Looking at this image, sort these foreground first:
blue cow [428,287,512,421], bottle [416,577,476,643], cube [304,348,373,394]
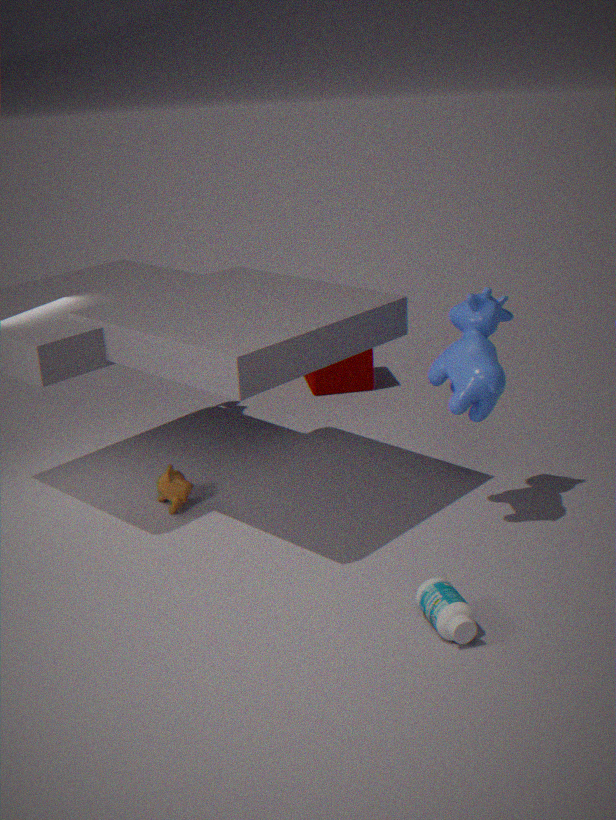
bottle [416,577,476,643] → blue cow [428,287,512,421] → cube [304,348,373,394]
